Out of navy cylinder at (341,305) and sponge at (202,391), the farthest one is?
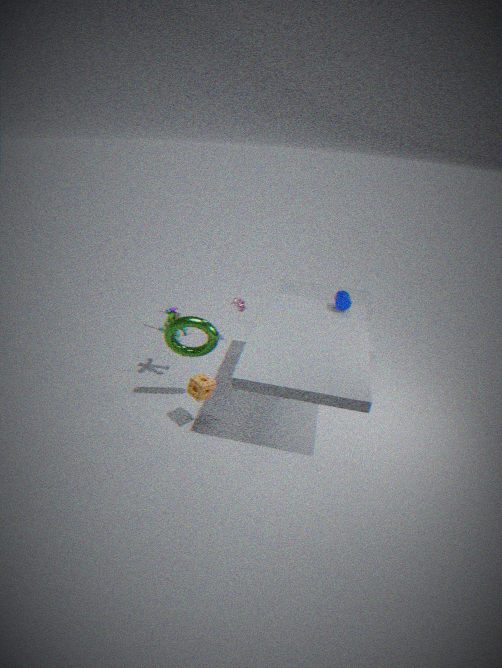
navy cylinder at (341,305)
